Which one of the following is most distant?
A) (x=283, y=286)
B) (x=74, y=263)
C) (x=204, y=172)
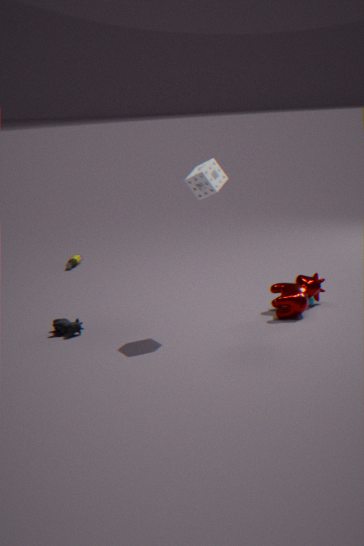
(x=74, y=263)
